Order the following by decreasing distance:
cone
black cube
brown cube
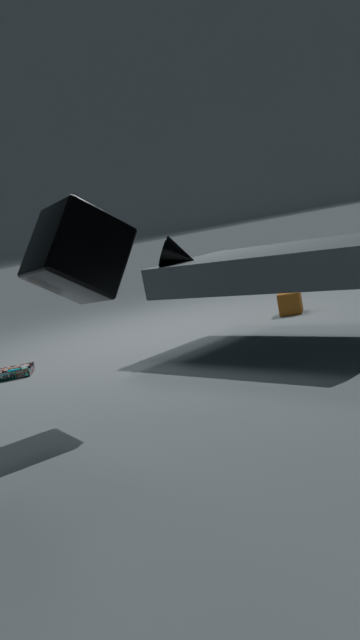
brown cube
cone
black cube
